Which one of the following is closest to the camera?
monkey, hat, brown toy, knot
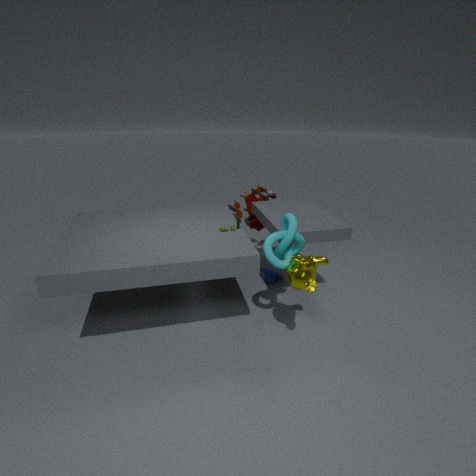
monkey
